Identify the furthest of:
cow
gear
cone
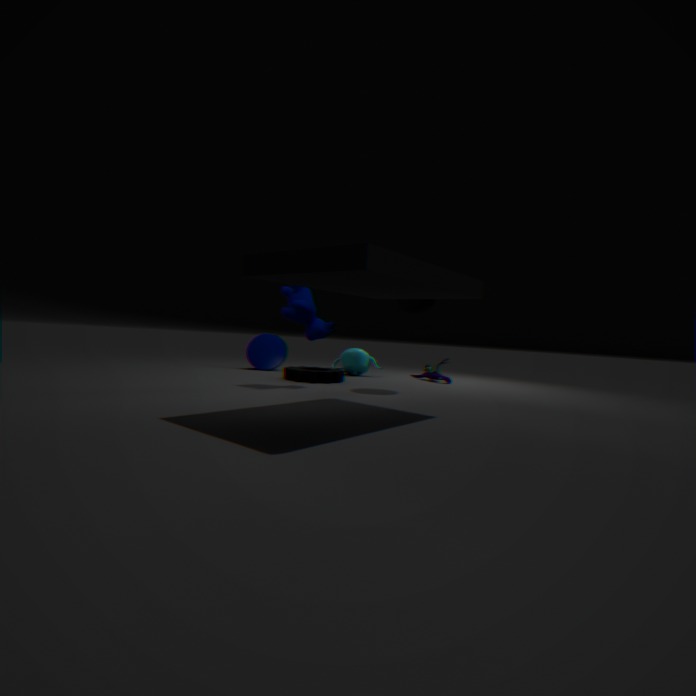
cone
